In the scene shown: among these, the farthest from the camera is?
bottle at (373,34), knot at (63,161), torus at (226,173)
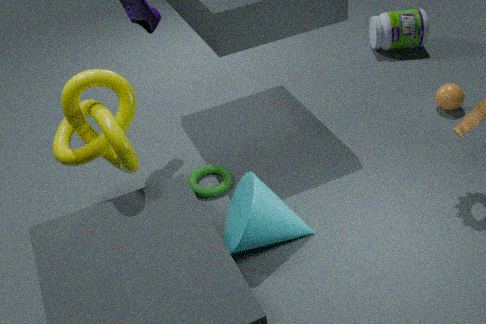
bottle at (373,34)
